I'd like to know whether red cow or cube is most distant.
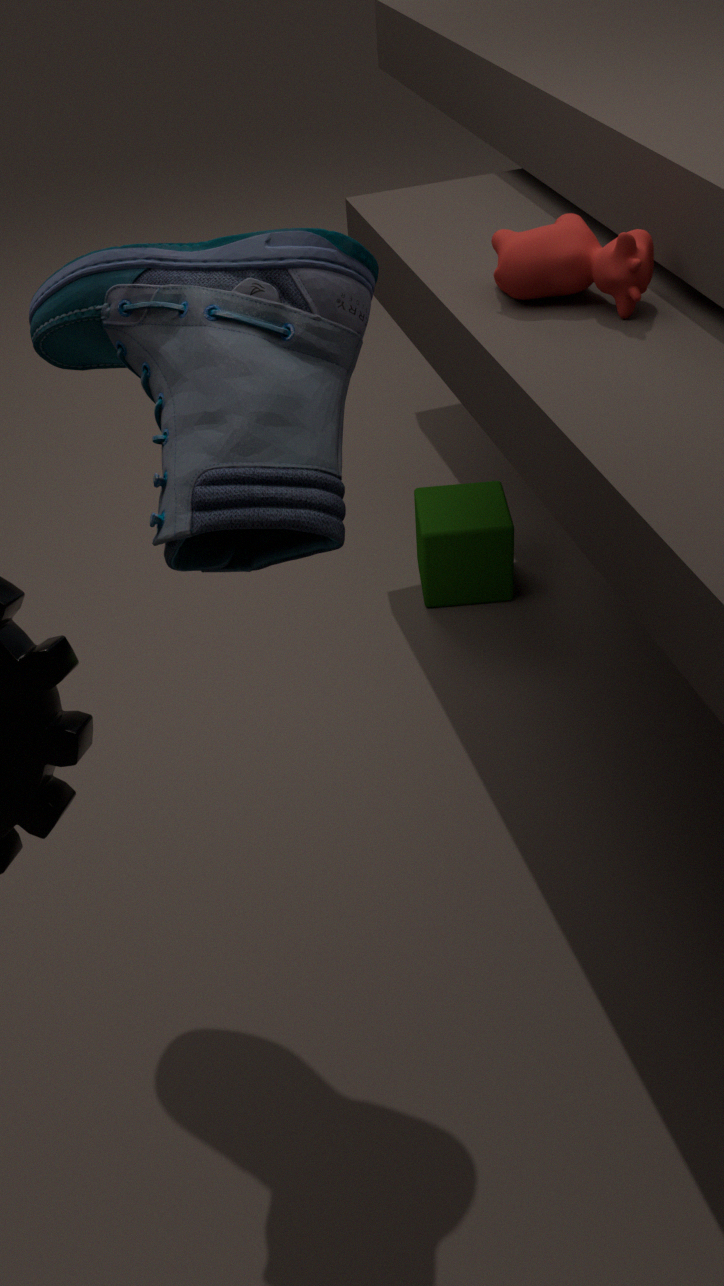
cube
